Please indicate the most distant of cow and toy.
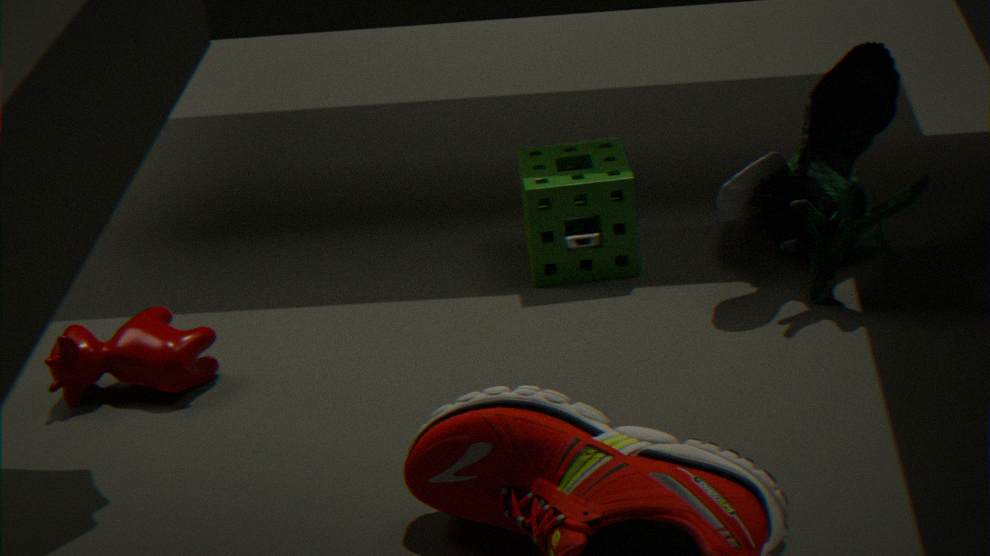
toy
